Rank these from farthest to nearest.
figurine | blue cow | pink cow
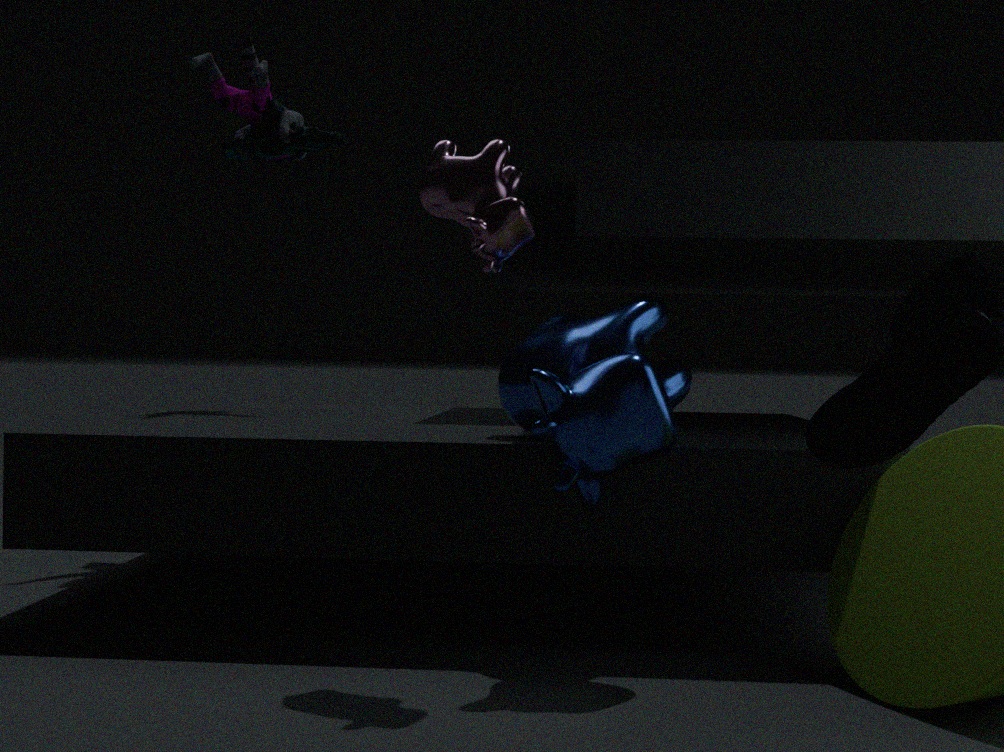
figurine
pink cow
blue cow
